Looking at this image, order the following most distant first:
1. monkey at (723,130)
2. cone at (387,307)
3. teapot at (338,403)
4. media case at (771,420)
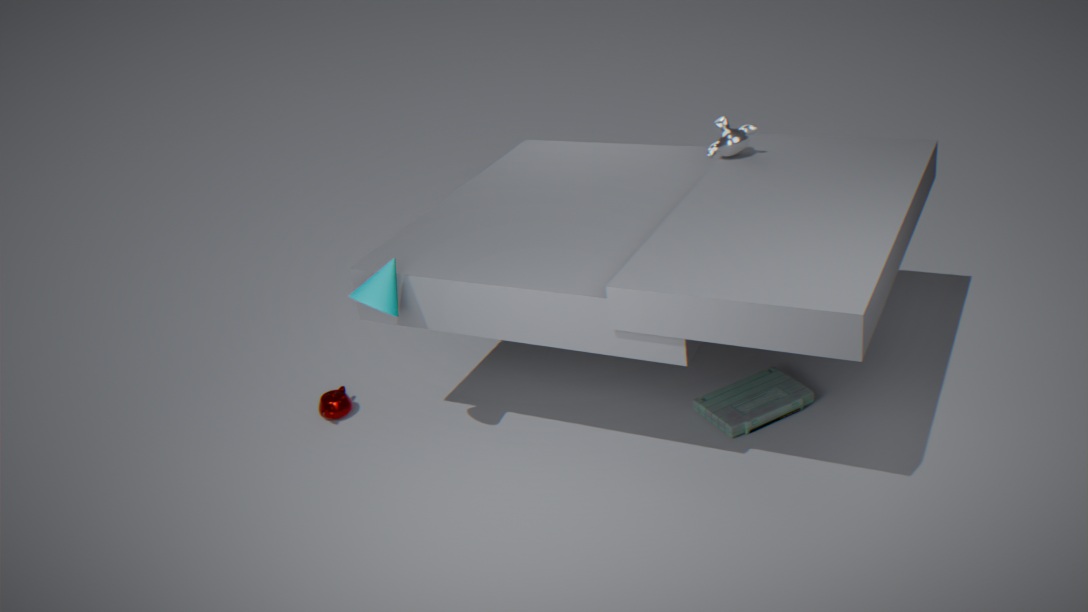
teapot at (338,403) → monkey at (723,130) → media case at (771,420) → cone at (387,307)
